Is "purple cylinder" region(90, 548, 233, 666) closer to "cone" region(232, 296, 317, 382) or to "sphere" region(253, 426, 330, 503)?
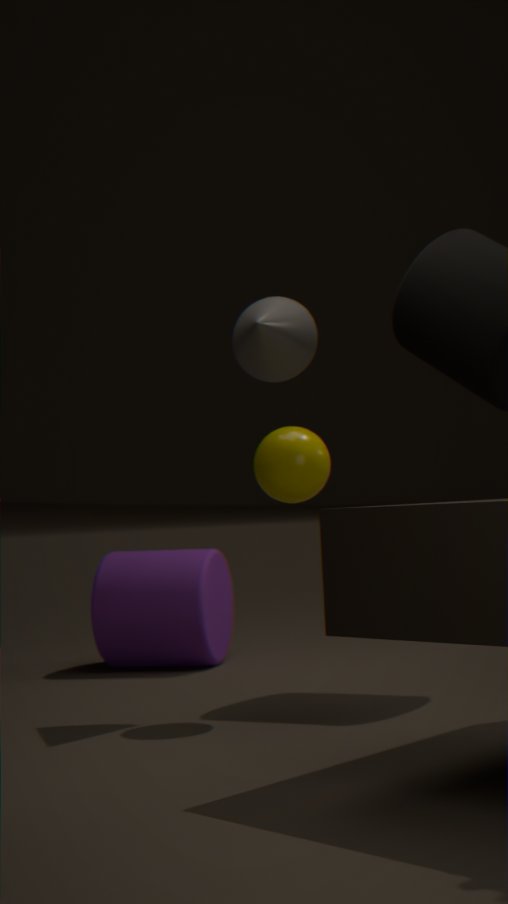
"sphere" region(253, 426, 330, 503)
